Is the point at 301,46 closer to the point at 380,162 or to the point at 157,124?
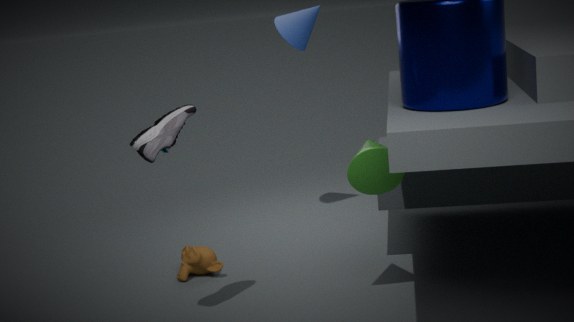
the point at 380,162
